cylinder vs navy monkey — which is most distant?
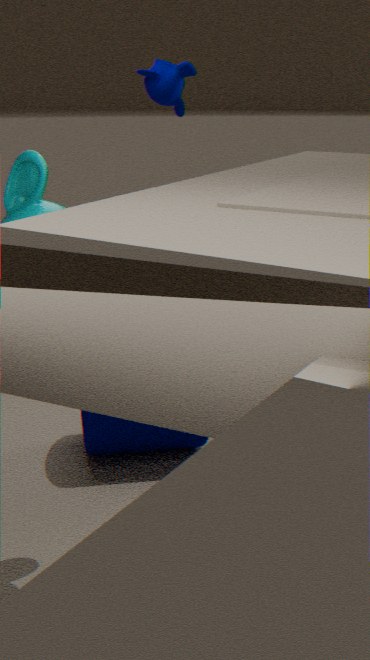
navy monkey
